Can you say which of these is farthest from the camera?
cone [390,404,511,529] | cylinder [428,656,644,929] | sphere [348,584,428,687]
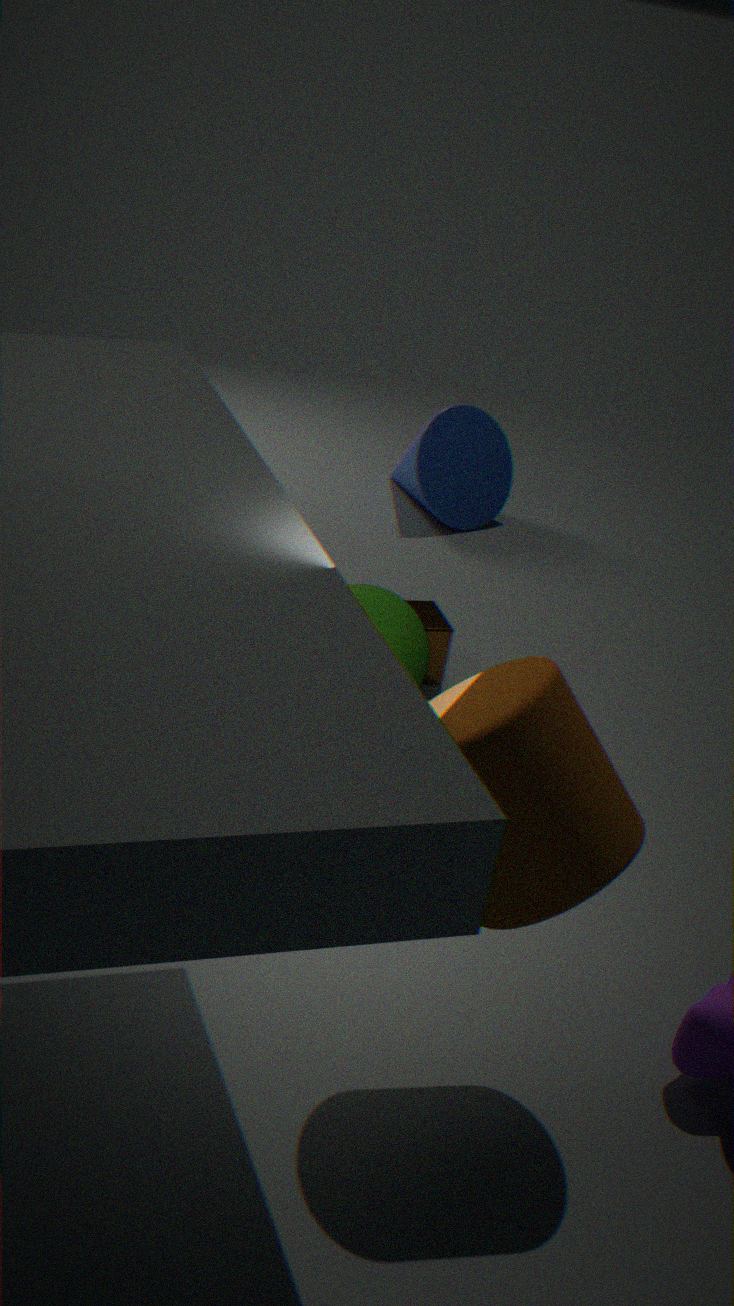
cone [390,404,511,529]
